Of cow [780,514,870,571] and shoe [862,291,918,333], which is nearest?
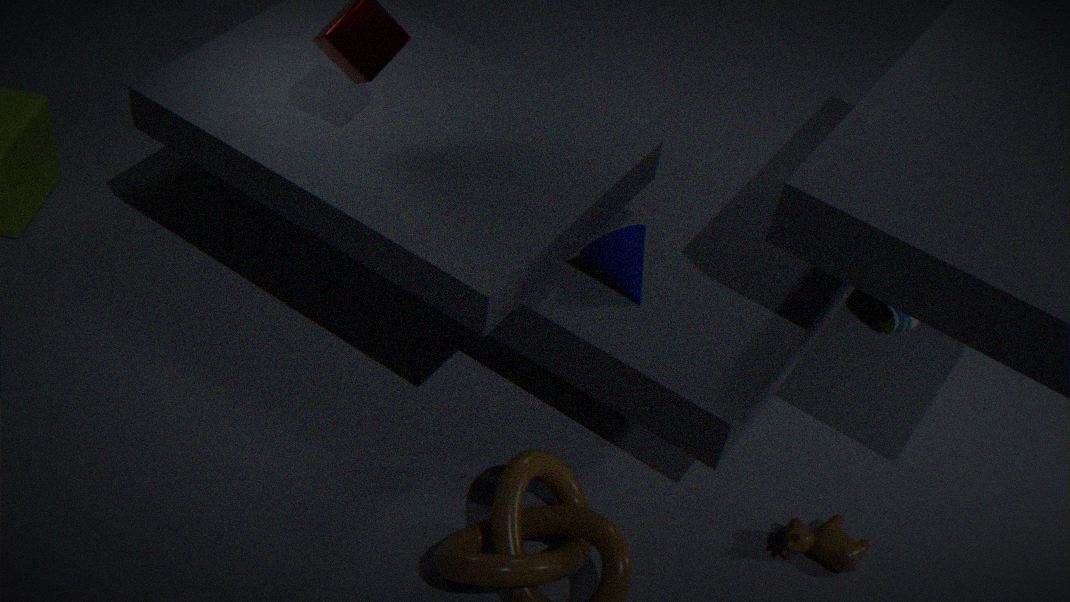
cow [780,514,870,571]
